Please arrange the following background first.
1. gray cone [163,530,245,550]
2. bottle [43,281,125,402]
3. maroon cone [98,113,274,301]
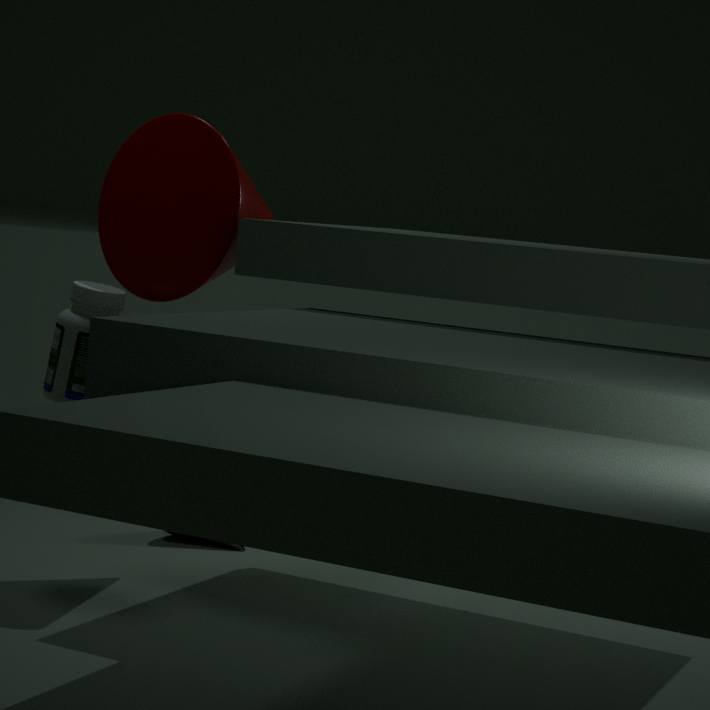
gray cone [163,530,245,550] < maroon cone [98,113,274,301] < bottle [43,281,125,402]
